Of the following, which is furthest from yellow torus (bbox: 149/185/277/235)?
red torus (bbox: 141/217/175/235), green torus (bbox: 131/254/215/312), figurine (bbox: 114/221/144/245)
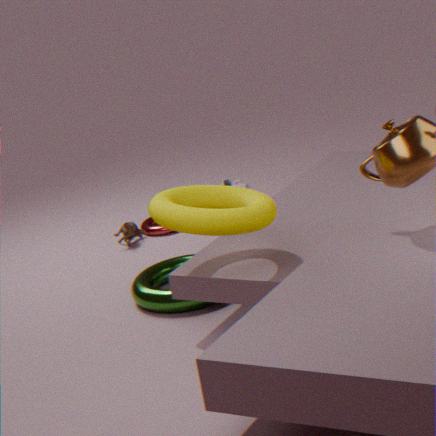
red torus (bbox: 141/217/175/235)
